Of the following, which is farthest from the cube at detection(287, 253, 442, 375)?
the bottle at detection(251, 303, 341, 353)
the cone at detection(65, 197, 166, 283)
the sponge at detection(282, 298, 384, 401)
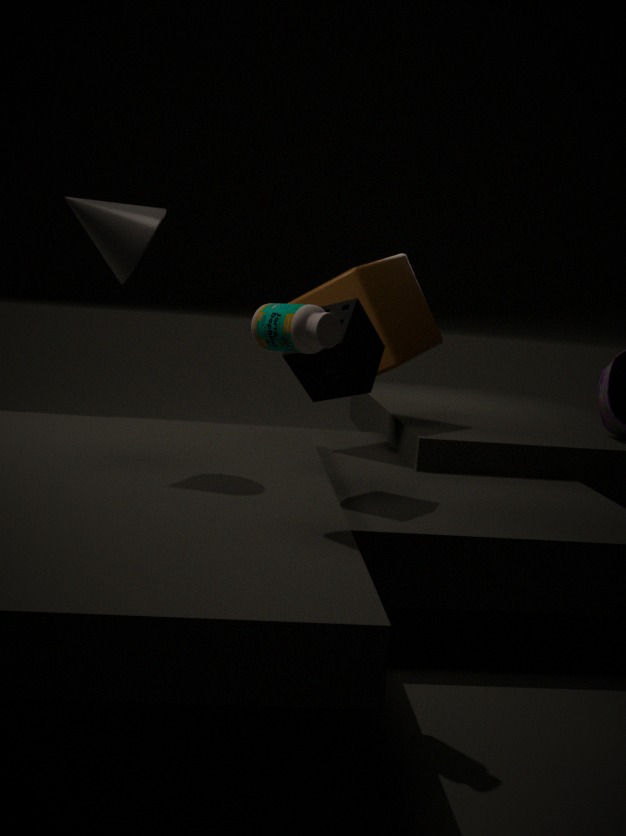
the bottle at detection(251, 303, 341, 353)
